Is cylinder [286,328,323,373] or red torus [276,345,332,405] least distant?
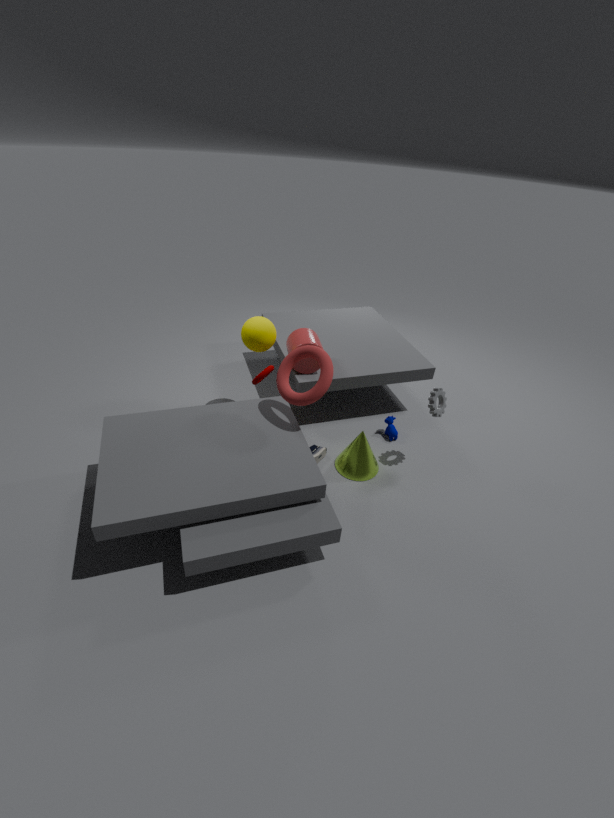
red torus [276,345,332,405]
